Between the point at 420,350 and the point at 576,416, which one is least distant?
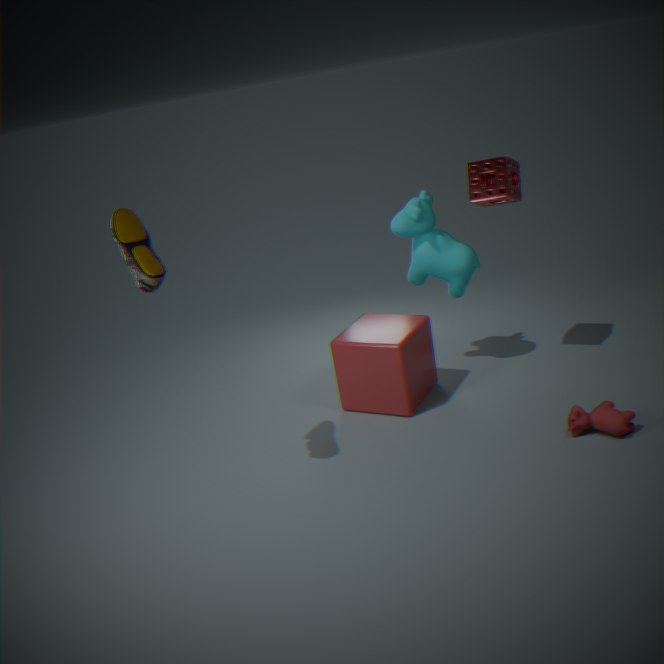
the point at 576,416
